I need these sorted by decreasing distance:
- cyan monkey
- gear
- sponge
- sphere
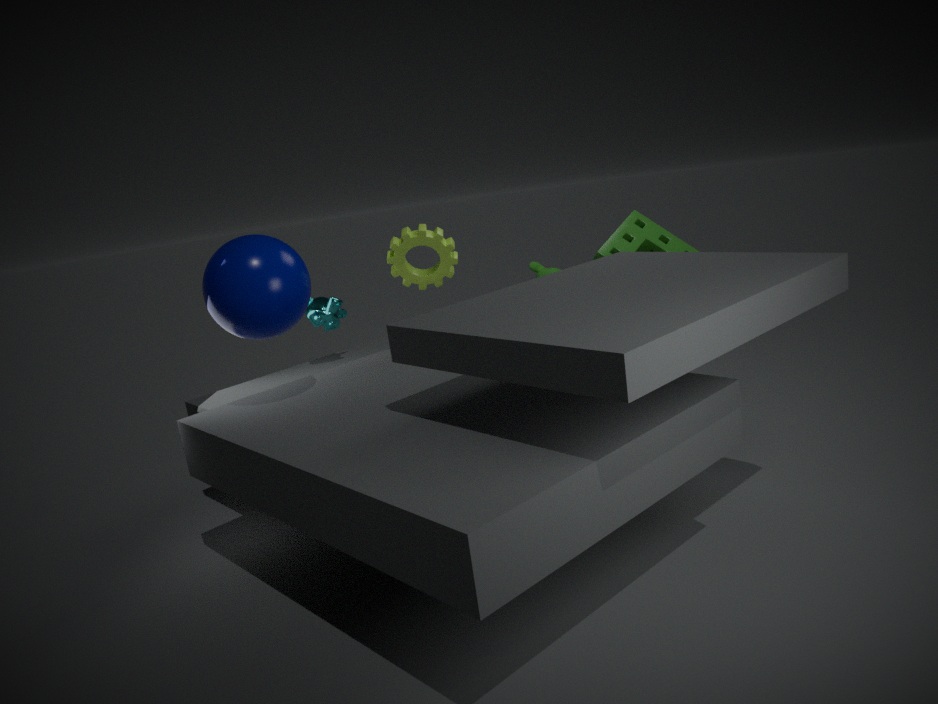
cyan monkey → sponge → gear → sphere
